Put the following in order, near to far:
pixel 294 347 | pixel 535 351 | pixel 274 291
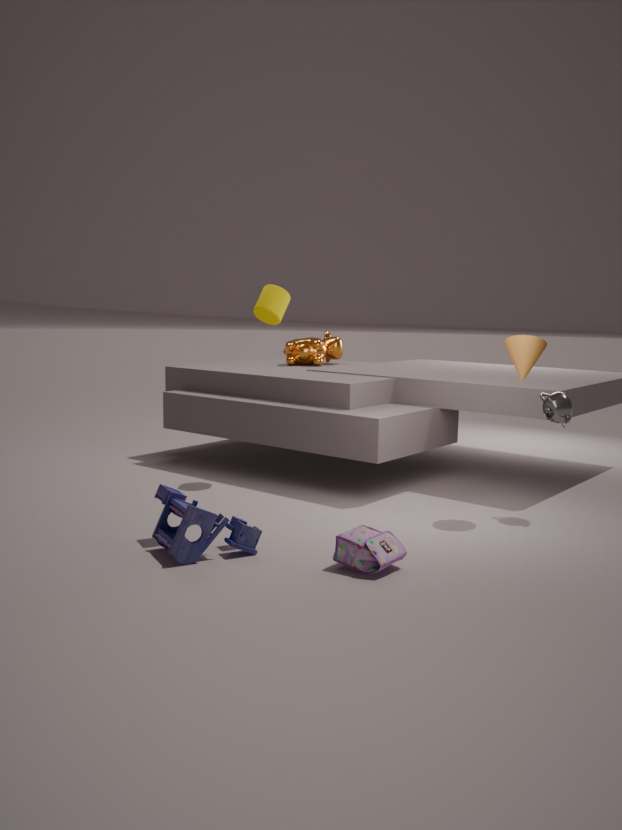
pixel 535 351 < pixel 274 291 < pixel 294 347
